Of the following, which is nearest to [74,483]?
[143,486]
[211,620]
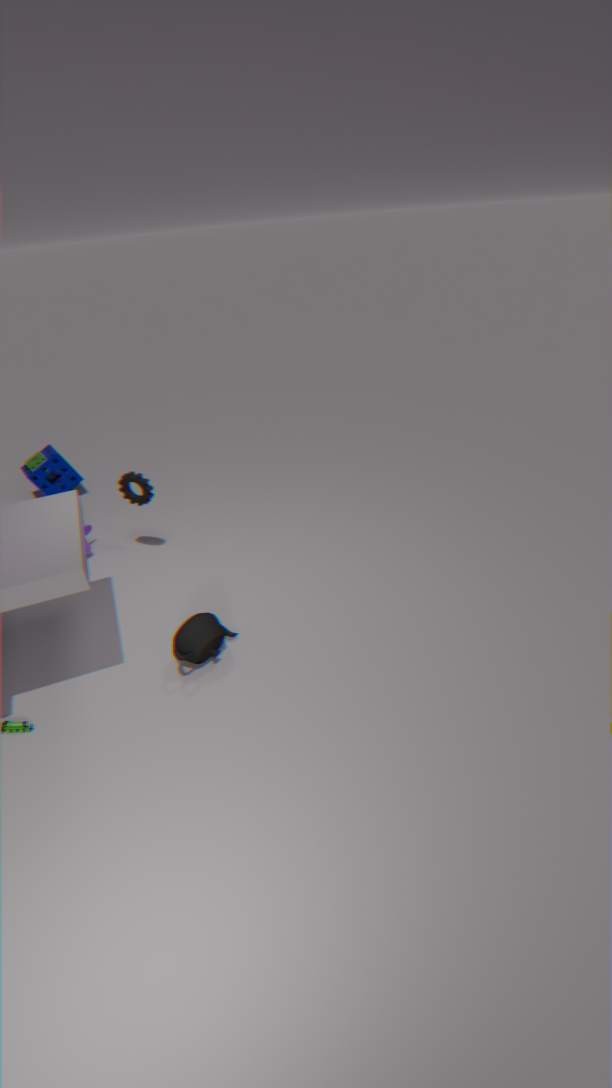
[143,486]
